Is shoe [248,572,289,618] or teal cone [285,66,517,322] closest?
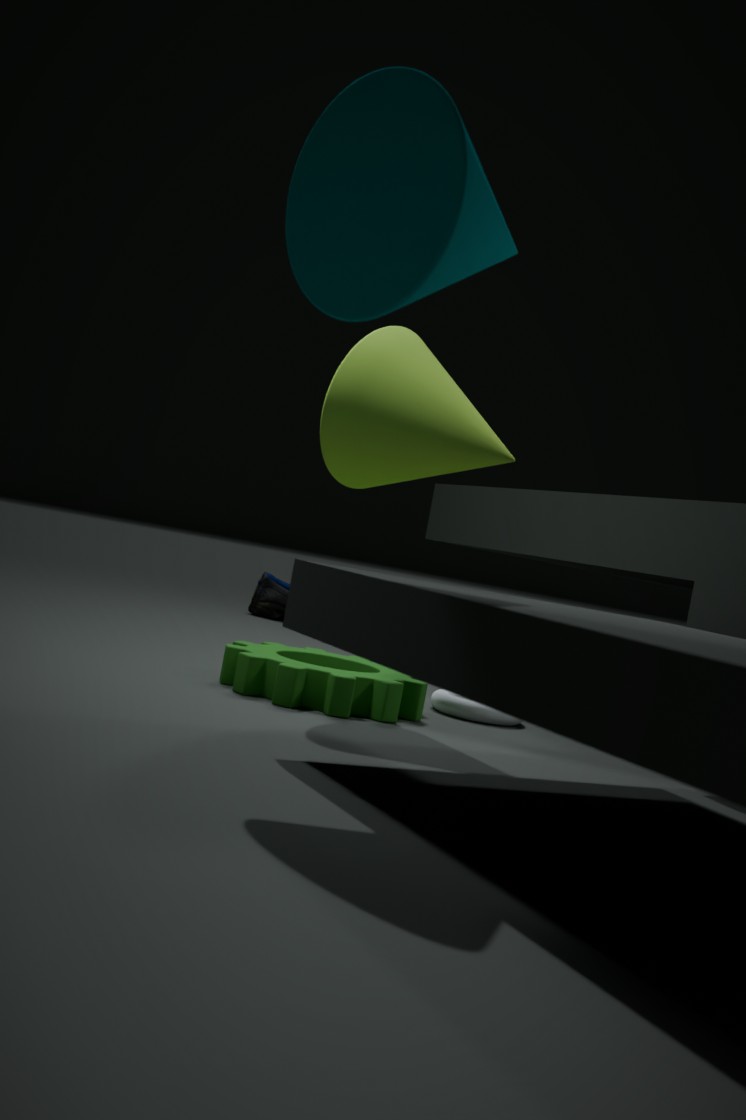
teal cone [285,66,517,322]
